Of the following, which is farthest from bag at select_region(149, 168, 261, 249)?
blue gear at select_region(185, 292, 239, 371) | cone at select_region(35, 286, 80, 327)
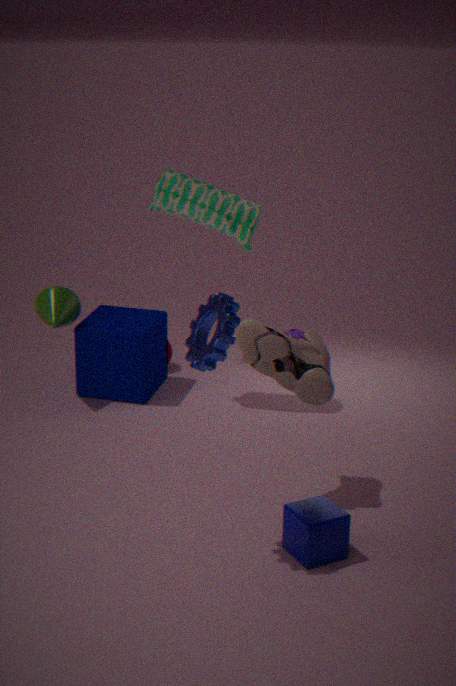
blue gear at select_region(185, 292, 239, 371)
